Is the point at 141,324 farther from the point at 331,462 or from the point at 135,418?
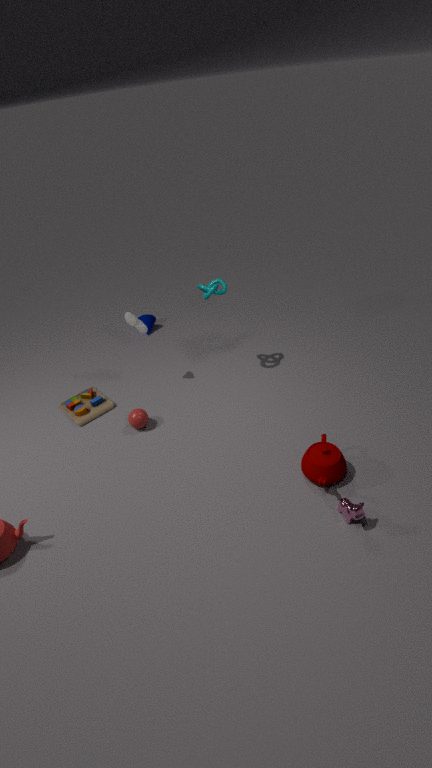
the point at 331,462
